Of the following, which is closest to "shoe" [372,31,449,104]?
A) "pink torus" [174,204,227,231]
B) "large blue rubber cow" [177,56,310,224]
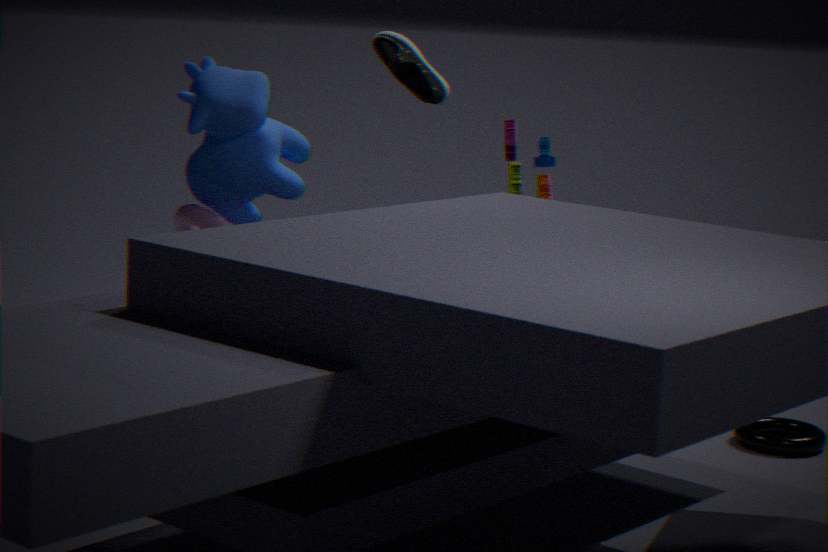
"large blue rubber cow" [177,56,310,224]
